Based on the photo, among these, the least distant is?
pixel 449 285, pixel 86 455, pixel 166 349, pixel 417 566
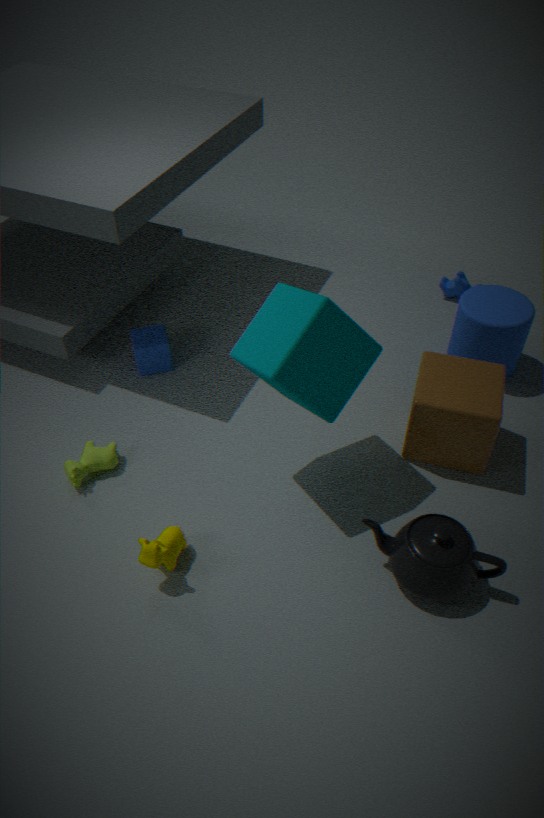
pixel 417 566
